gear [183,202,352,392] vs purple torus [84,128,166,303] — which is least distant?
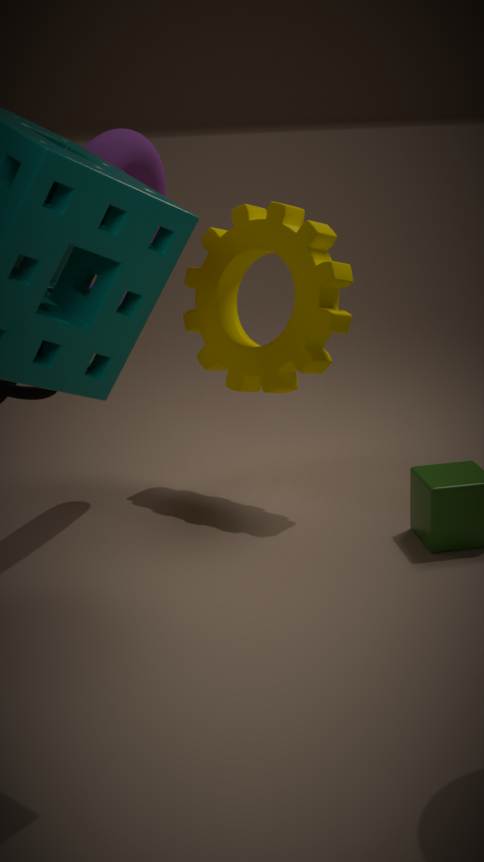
purple torus [84,128,166,303]
